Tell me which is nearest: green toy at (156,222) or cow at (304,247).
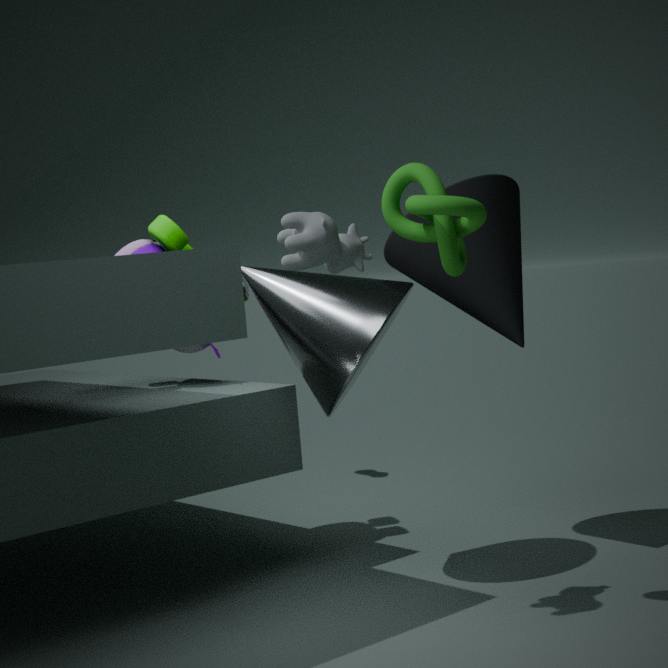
cow at (304,247)
